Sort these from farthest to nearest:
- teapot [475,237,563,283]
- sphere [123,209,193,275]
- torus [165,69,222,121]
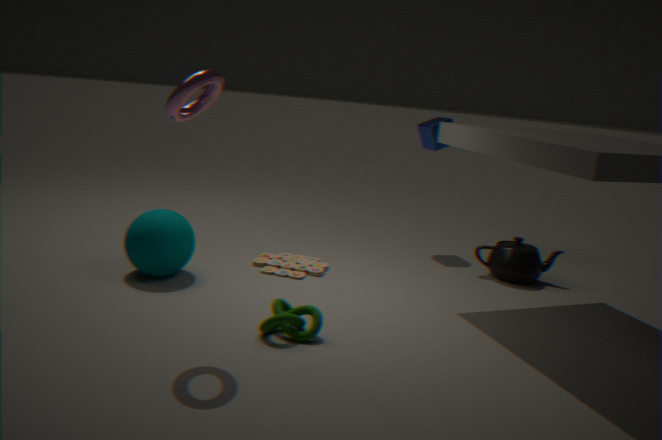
teapot [475,237,563,283]
sphere [123,209,193,275]
torus [165,69,222,121]
